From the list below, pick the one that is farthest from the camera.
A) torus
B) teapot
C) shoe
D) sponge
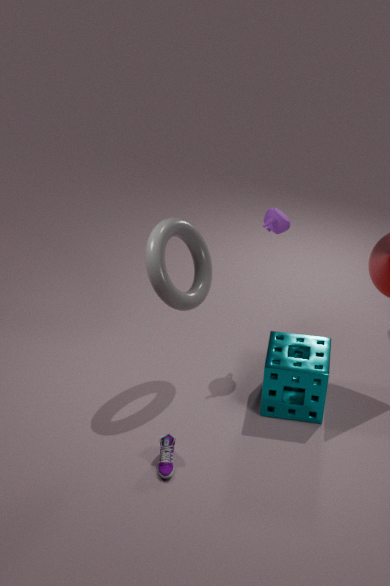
teapot
